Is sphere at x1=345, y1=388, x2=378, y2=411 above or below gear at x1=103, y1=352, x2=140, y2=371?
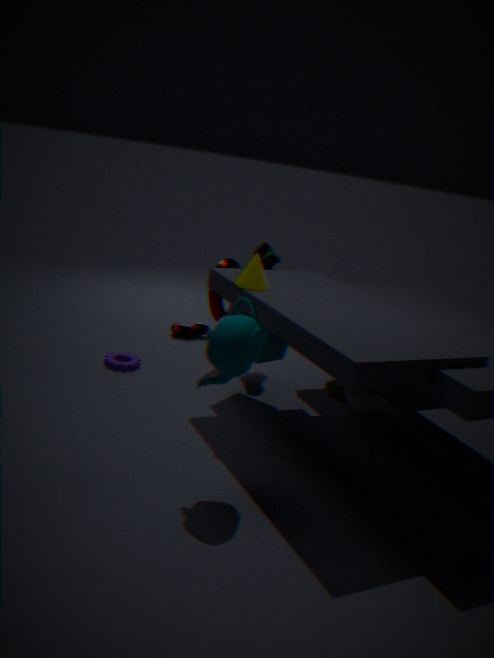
above
